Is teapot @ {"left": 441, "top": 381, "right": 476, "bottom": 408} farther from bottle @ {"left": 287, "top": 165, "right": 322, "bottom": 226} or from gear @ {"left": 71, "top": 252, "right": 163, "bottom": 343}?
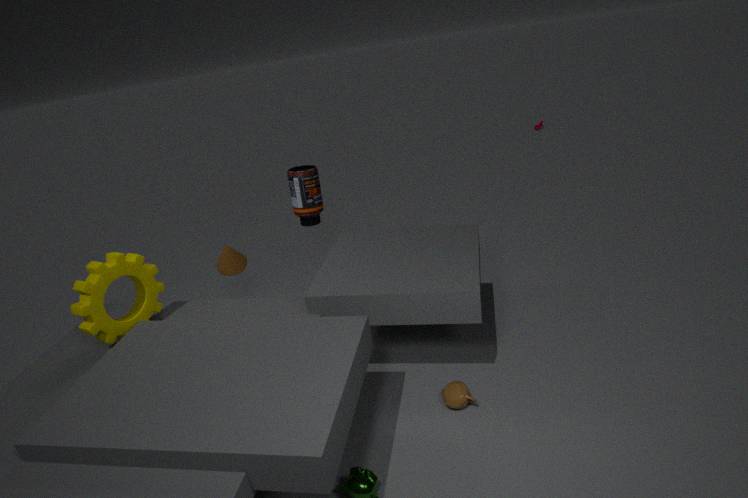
gear @ {"left": 71, "top": 252, "right": 163, "bottom": 343}
